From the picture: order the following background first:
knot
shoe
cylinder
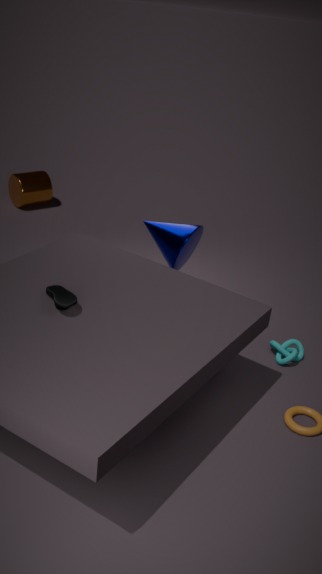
cylinder
knot
shoe
